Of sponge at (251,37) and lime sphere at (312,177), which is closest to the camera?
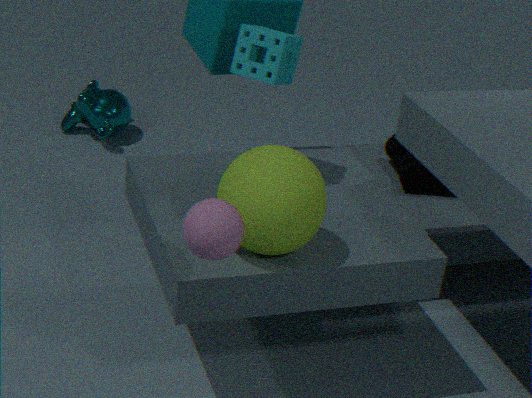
lime sphere at (312,177)
